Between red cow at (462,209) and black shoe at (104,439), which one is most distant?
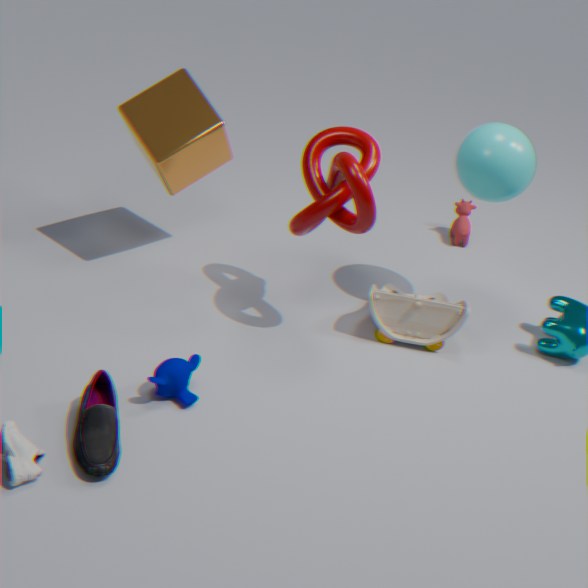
red cow at (462,209)
